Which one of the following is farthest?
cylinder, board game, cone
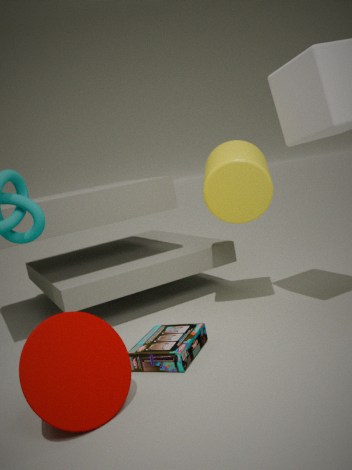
cylinder
